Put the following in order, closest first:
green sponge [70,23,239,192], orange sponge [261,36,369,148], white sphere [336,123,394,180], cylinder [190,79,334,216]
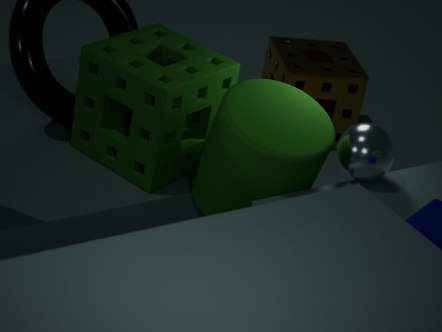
1. cylinder [190,79,334,216]
2. white sphere [336,123,394,180]
3. green sponge [70,23,239,192]
4. orange sponge [261,36,369,148]
